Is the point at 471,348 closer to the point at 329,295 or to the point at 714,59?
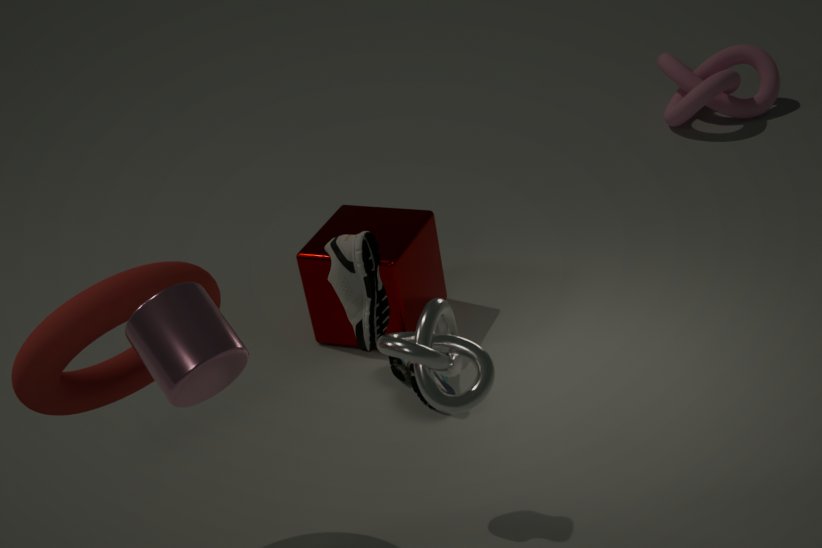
the point at 329,295
